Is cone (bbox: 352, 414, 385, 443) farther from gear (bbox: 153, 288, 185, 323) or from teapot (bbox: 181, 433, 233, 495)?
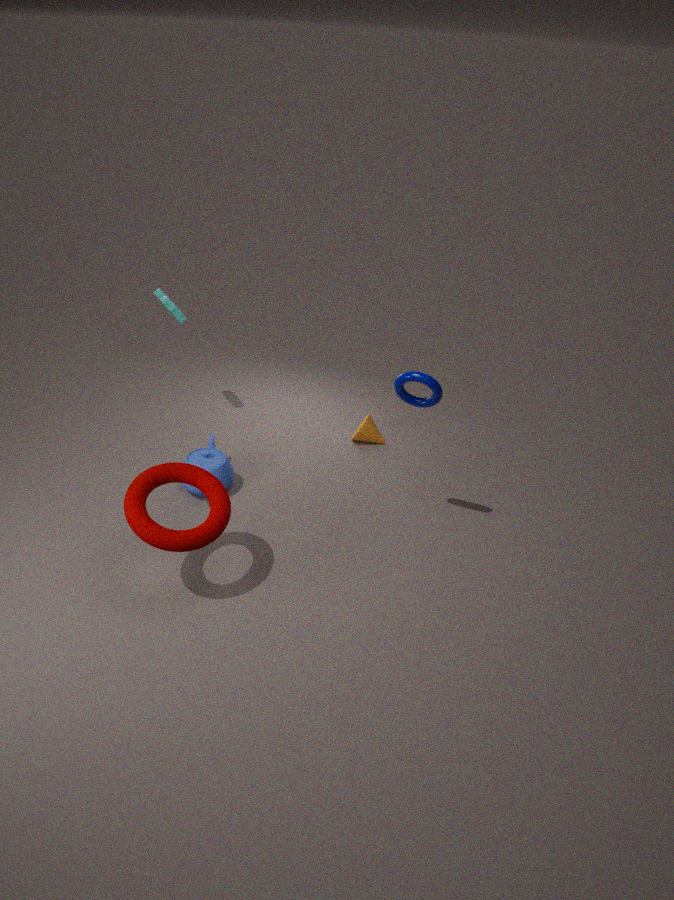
gear (bbox: 153, 288, 185, 323)
